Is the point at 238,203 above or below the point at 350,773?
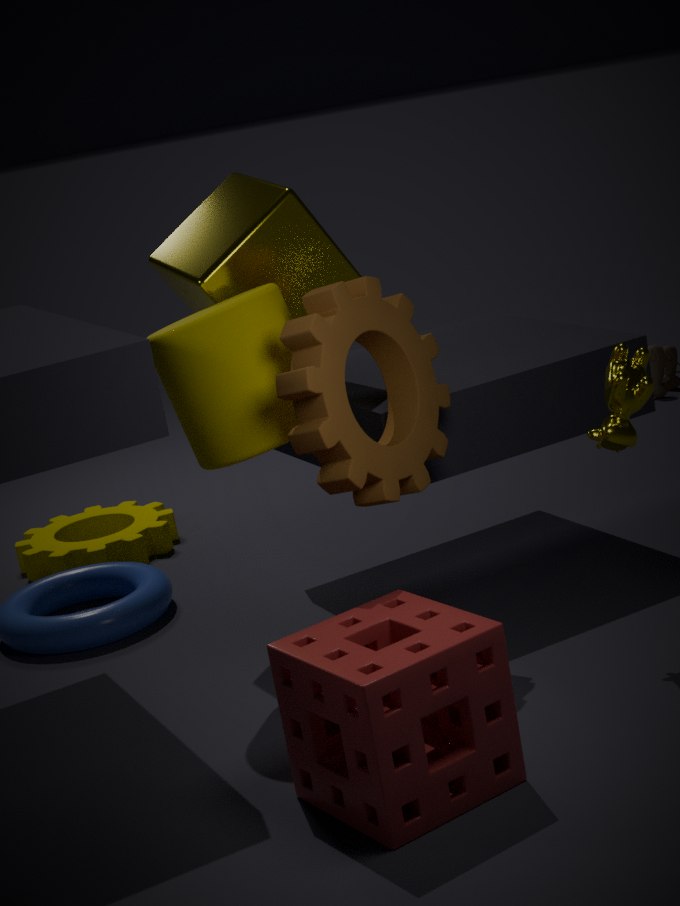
above
